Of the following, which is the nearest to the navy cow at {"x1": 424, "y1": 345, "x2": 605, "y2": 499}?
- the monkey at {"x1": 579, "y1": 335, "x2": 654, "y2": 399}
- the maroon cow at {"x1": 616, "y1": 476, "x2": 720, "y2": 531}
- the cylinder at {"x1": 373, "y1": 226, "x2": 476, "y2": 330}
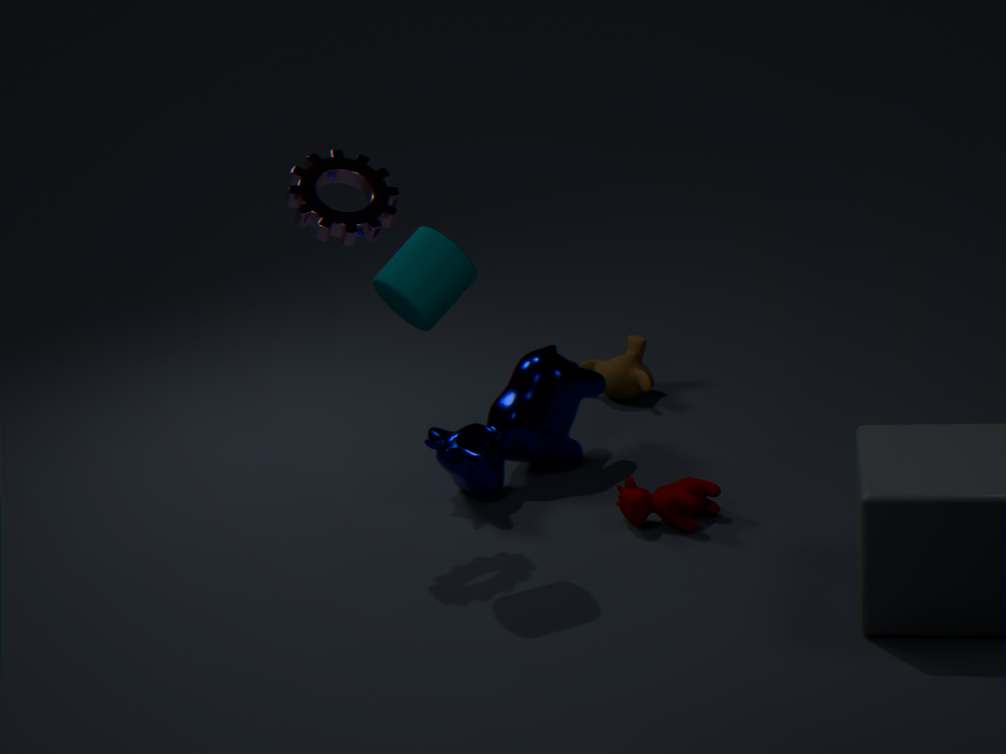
the monkey at {"x1": 579, "y1": 335, "x2": 654, "y2": 399}
